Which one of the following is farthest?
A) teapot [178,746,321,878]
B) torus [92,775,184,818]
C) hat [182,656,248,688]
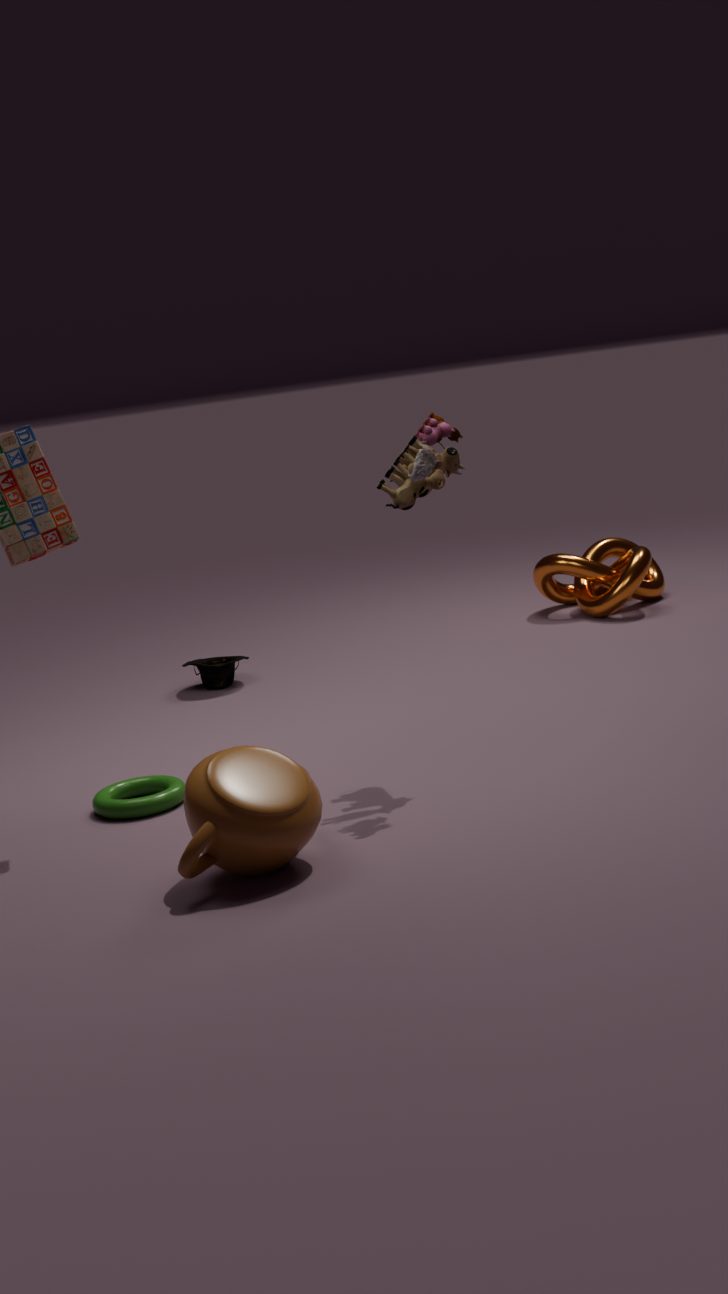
hat [182,656,248,688]
